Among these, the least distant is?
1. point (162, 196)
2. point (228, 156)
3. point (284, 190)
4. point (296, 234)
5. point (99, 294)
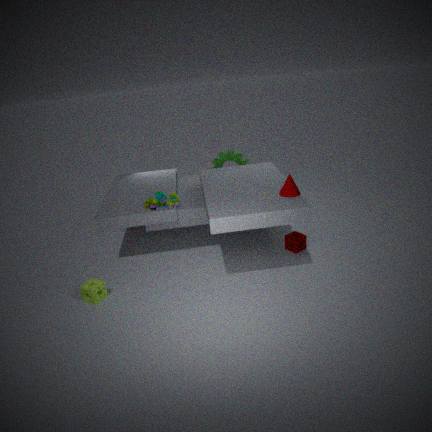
point (284, 190)
